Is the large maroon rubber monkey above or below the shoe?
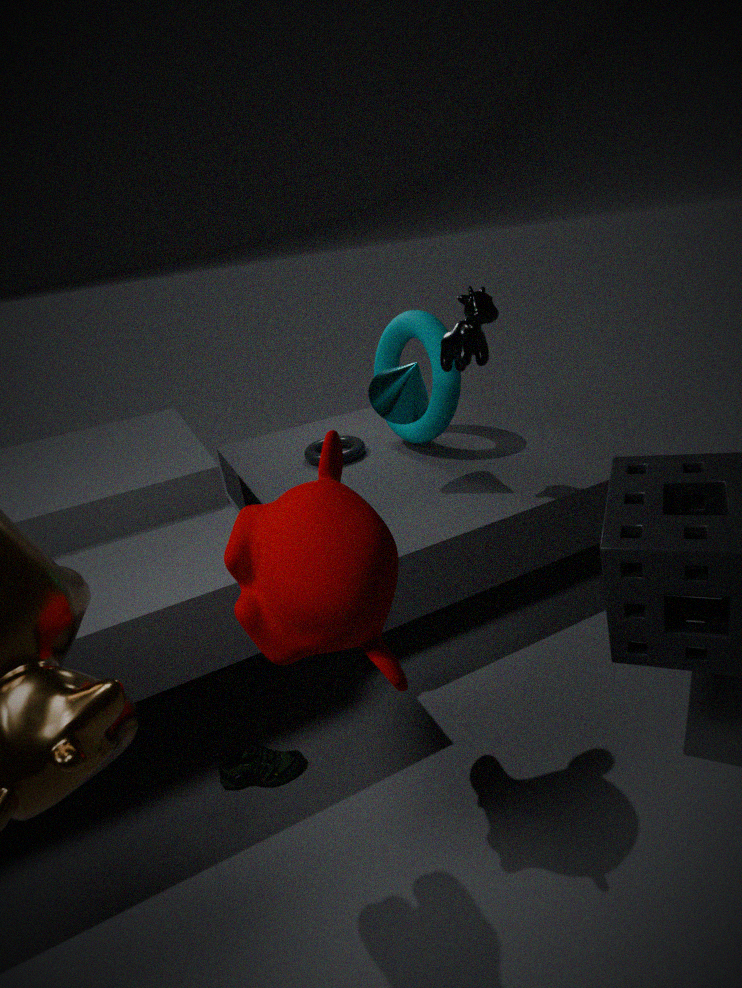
→ above
